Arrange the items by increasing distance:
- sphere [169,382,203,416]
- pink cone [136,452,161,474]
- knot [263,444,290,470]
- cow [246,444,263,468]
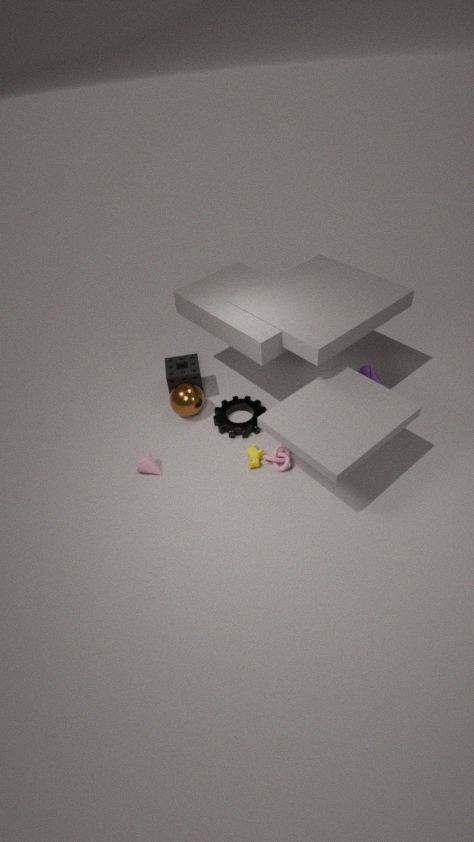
knot [263,444,290,470] < cow [246,444,263,468] < pink cone [136,452,161,474] < sphere [169,382,203,416]
